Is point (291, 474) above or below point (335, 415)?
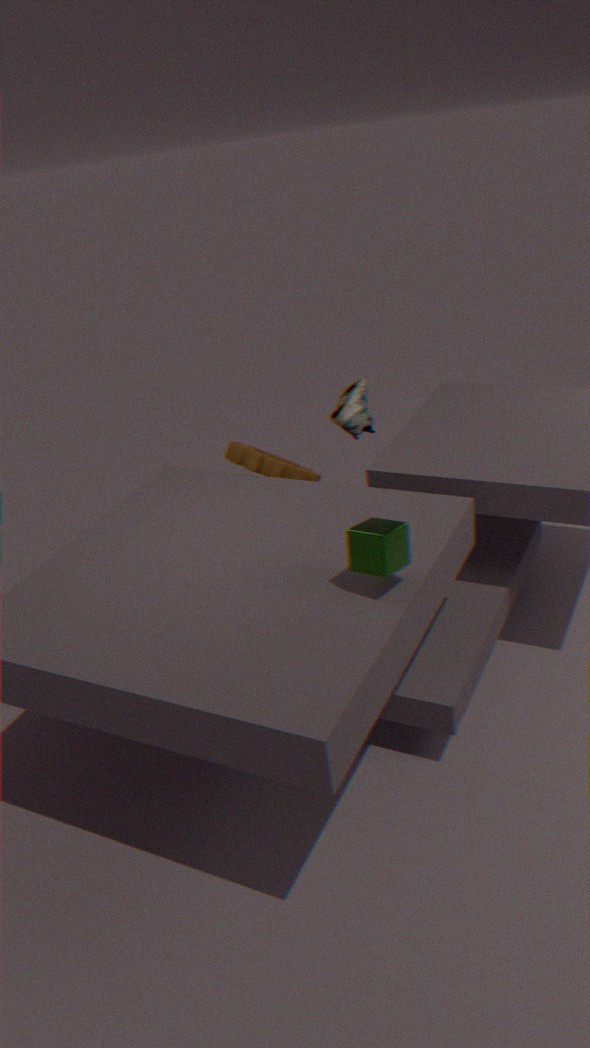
below
